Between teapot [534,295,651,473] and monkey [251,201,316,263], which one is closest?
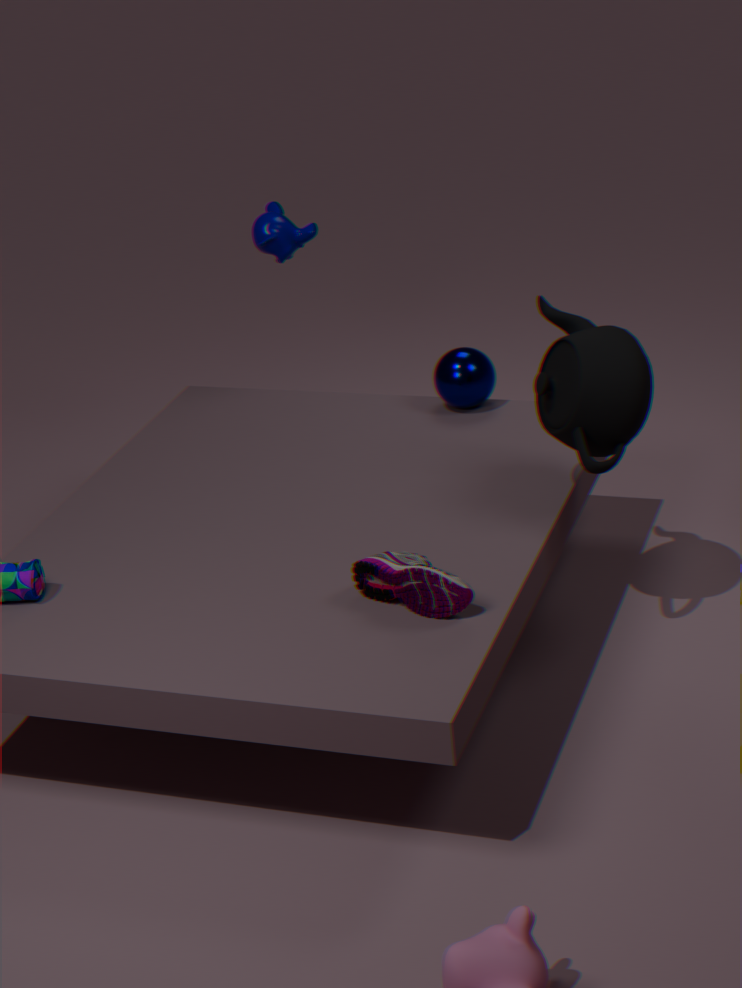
teapot [534,295,651,473]
